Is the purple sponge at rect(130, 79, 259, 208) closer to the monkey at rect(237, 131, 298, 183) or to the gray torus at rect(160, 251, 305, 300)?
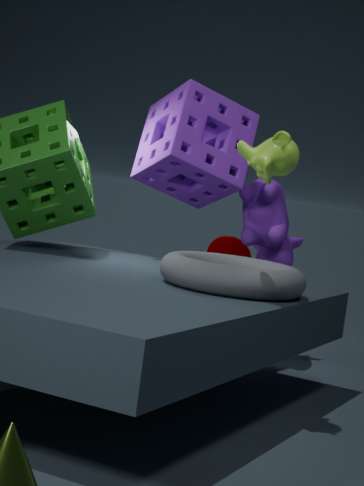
the gray torus at rect(160, 251, 305, 300)
